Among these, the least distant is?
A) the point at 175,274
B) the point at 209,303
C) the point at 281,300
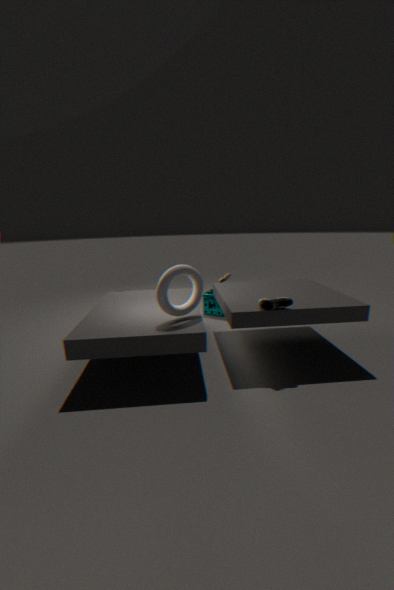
the point at 175,274
